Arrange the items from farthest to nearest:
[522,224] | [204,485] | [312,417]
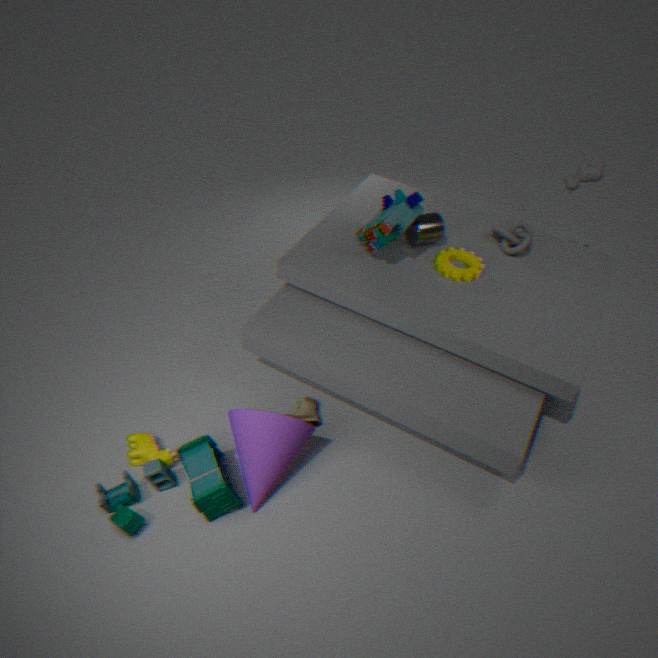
[522,224]
[312,417]
[204,485]
